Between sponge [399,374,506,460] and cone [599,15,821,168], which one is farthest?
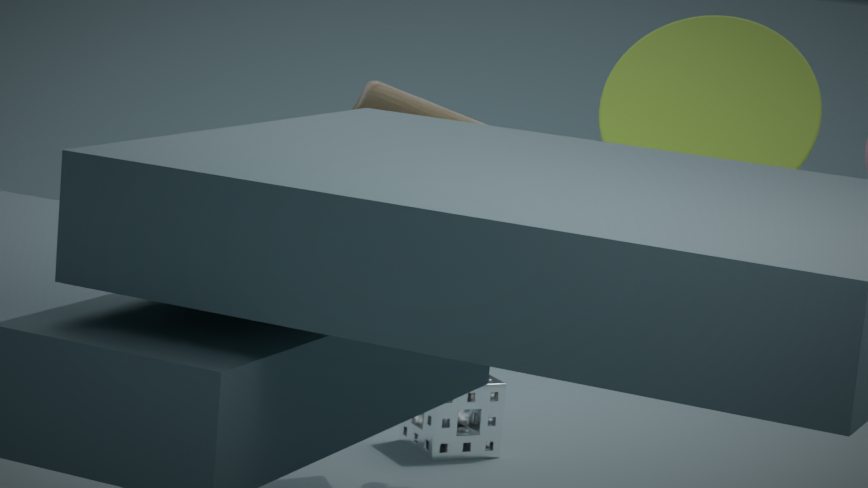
sponge [399,374,506,460]
